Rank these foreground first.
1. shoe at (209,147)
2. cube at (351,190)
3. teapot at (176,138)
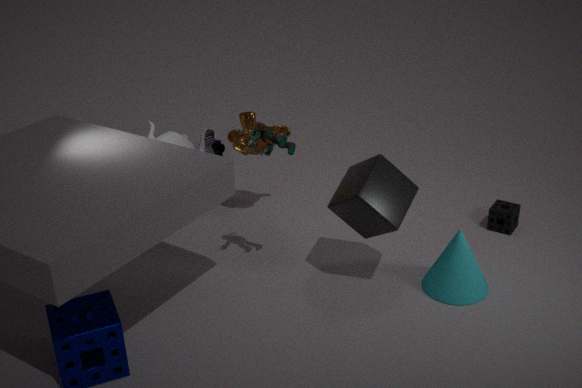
cube at (351,190)
teapot at (176,138)
shoe at (209,147)
